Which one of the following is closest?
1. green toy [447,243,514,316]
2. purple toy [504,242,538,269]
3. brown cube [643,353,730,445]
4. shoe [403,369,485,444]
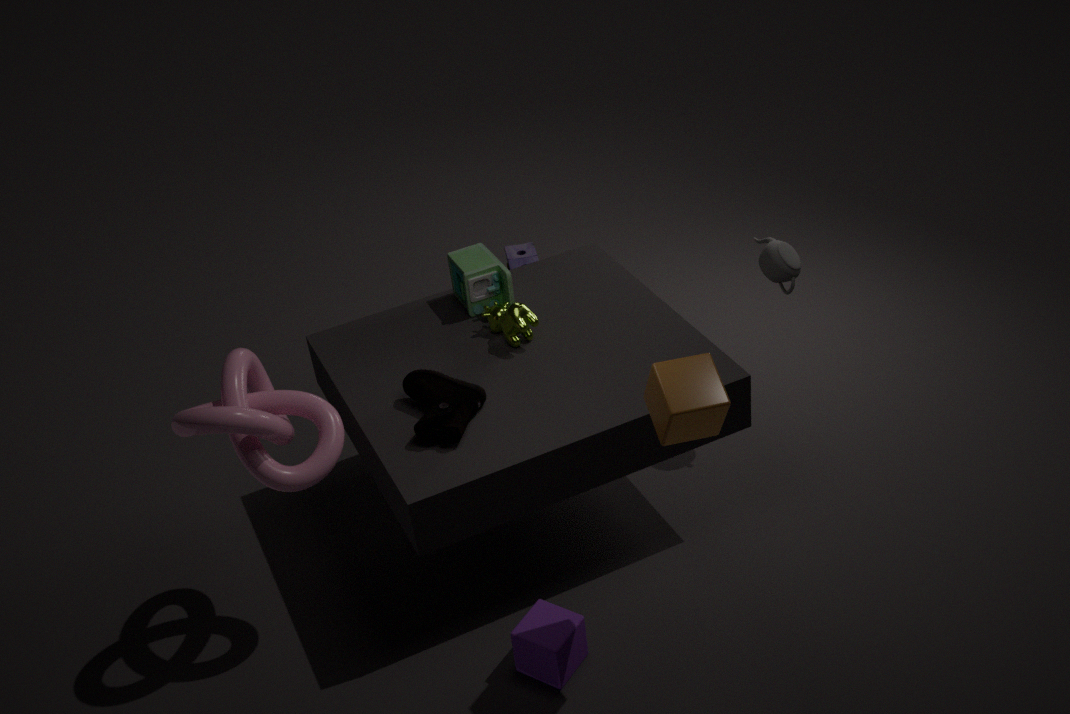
brown cube [643,353,730,445]
